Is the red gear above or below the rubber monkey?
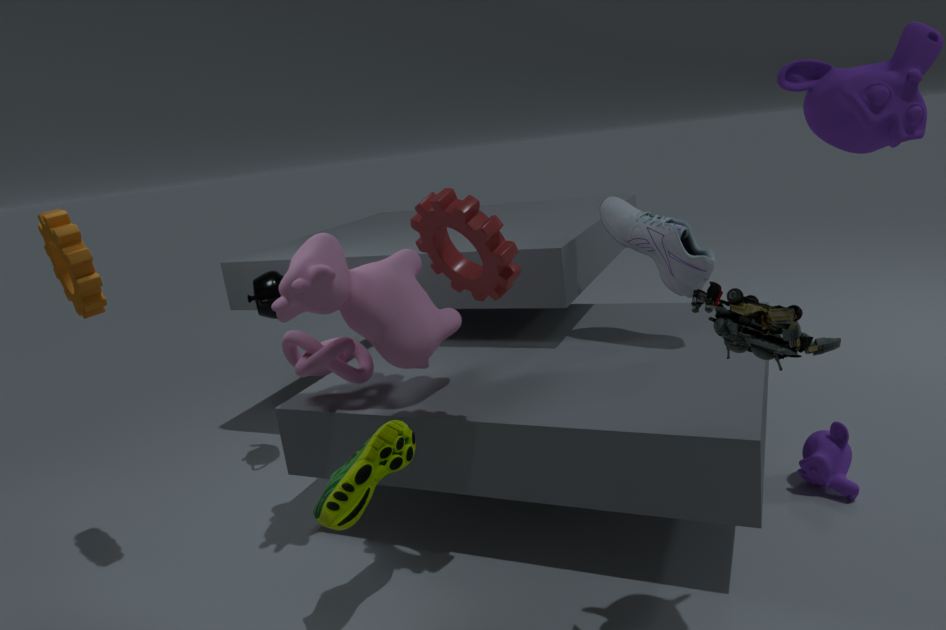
above
